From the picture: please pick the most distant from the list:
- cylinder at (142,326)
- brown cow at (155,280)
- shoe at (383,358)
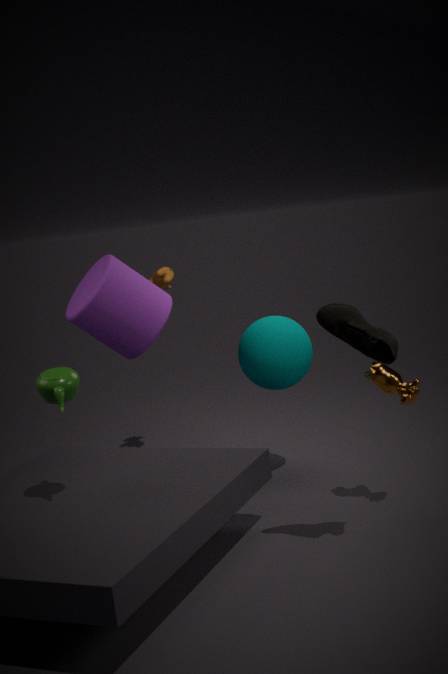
brown cow at (155,280)
